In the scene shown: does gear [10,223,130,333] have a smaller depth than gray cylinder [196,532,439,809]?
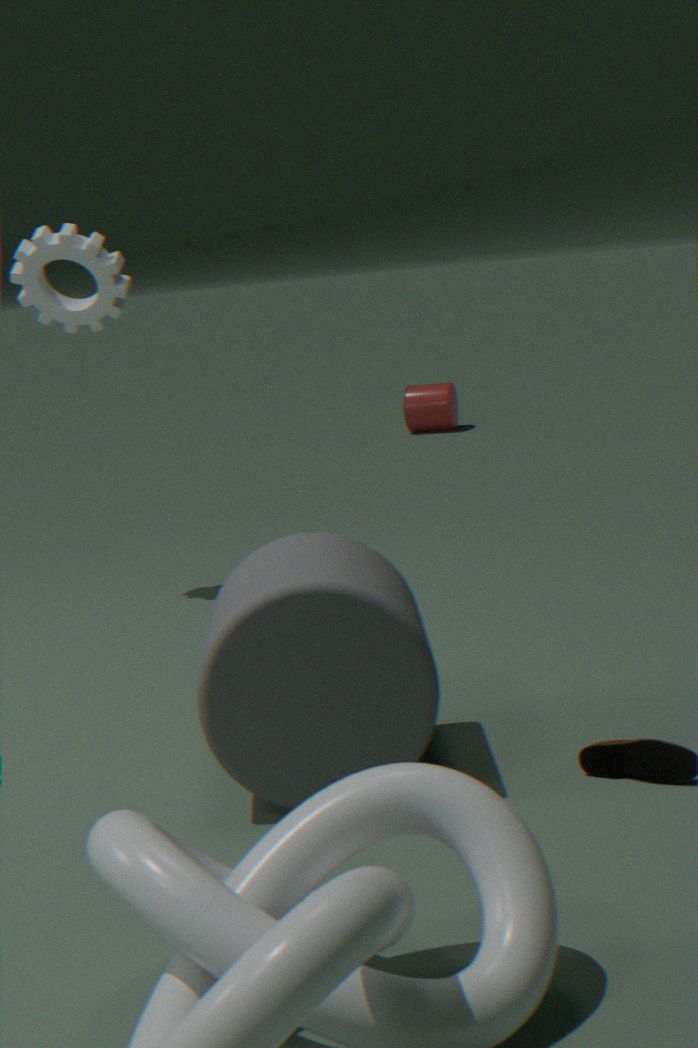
No
